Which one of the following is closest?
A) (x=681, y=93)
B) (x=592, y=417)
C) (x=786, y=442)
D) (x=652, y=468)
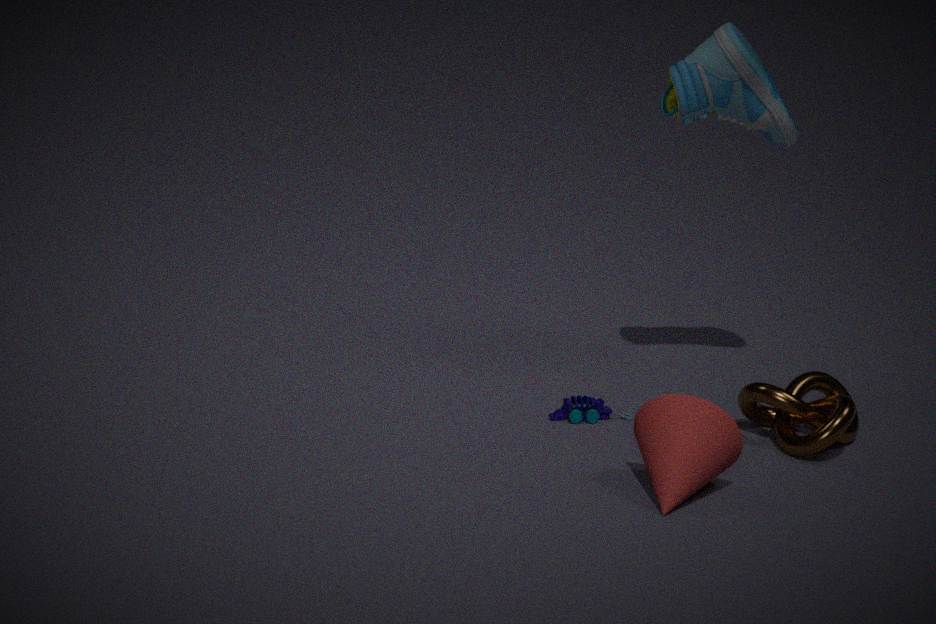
(x=652, y=468)
